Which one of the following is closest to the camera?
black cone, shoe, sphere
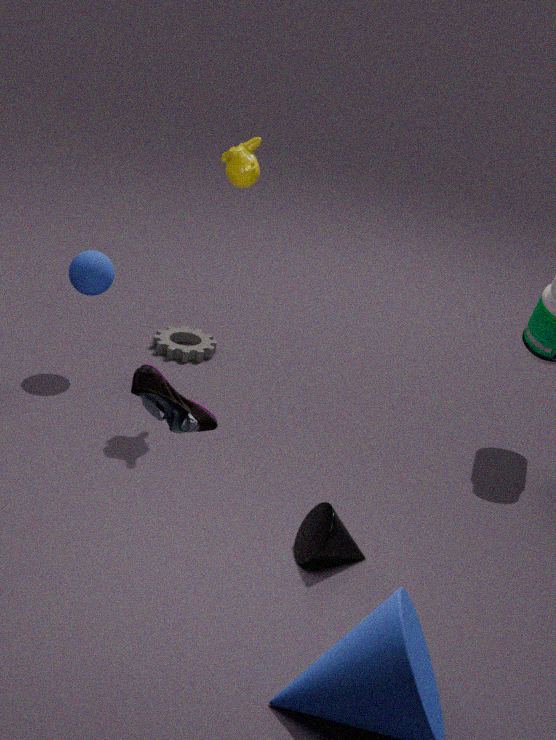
shoe
